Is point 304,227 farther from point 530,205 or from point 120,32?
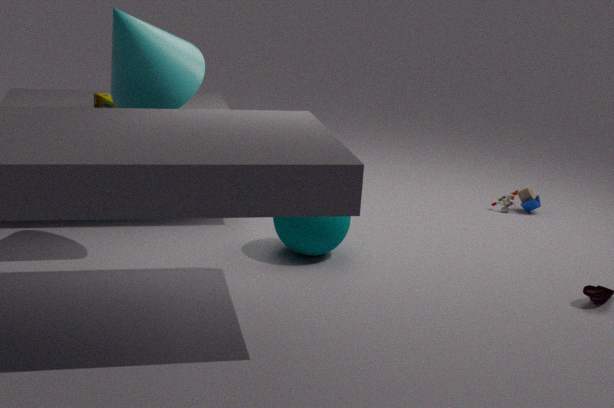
point 530,205
